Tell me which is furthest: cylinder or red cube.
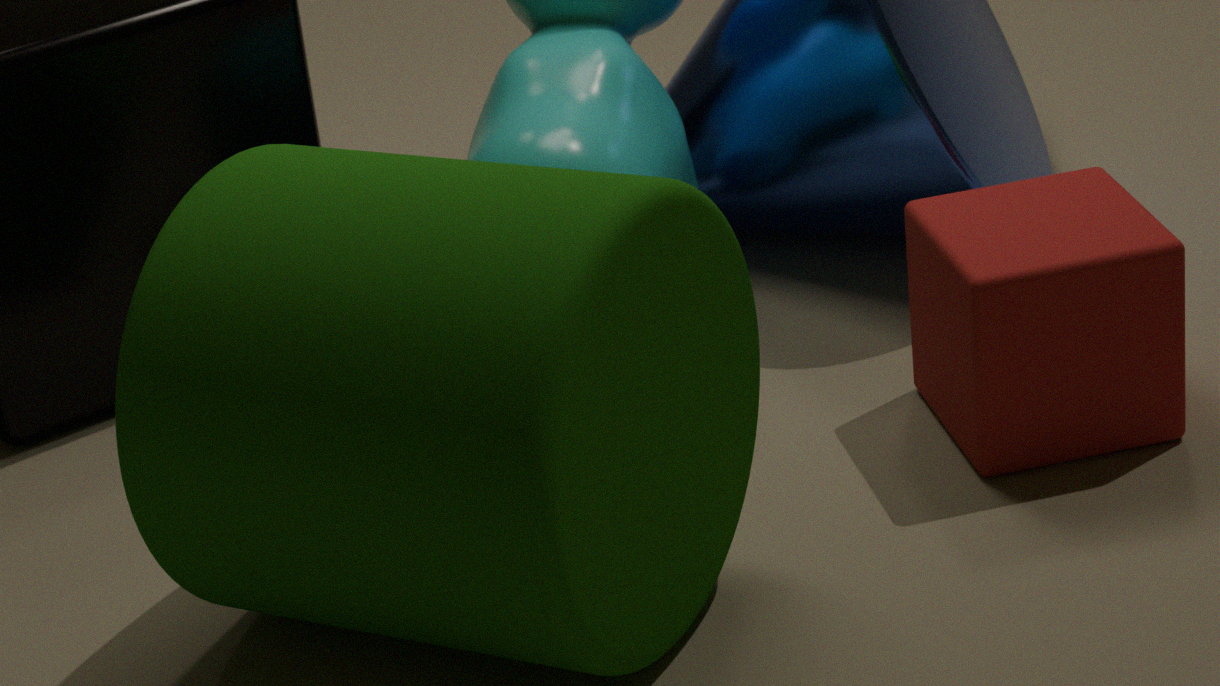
red cube
